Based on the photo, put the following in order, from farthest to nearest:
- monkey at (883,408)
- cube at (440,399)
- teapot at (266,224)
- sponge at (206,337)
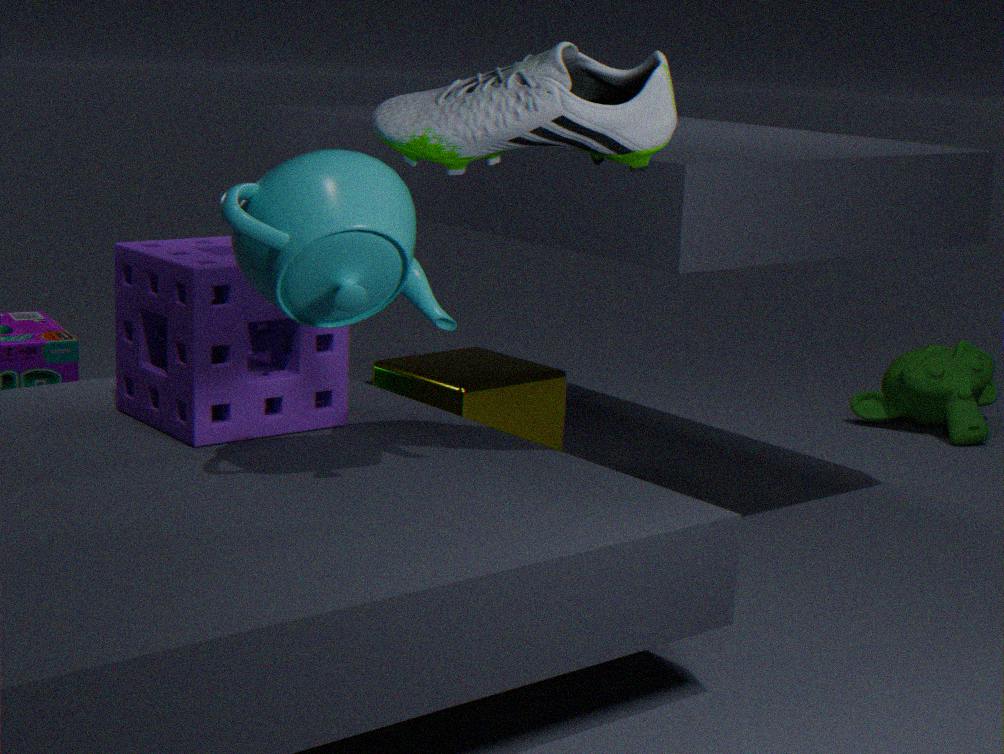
1. monkey at (883,408)
2. cube at (440,399)
3. sponge at (206,337)
4. teapot at (266,224)
